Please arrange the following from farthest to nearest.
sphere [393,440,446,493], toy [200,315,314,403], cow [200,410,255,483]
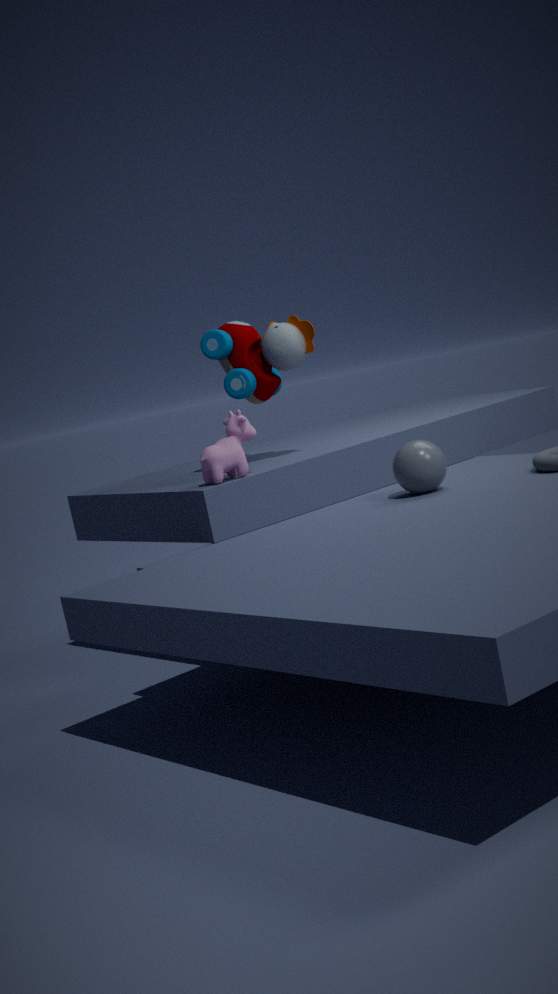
toy [200,315,314,403] → cow [200,410,255,483] → sphere [393,440,446,493]
